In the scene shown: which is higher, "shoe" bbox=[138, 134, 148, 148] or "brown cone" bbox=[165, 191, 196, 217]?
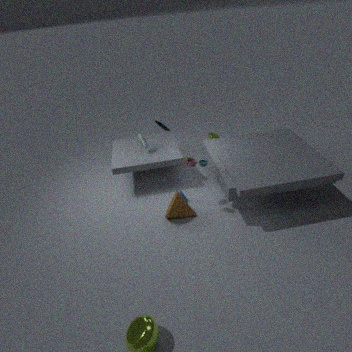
"shoe" bbox=[138, 134, 148, 148]
